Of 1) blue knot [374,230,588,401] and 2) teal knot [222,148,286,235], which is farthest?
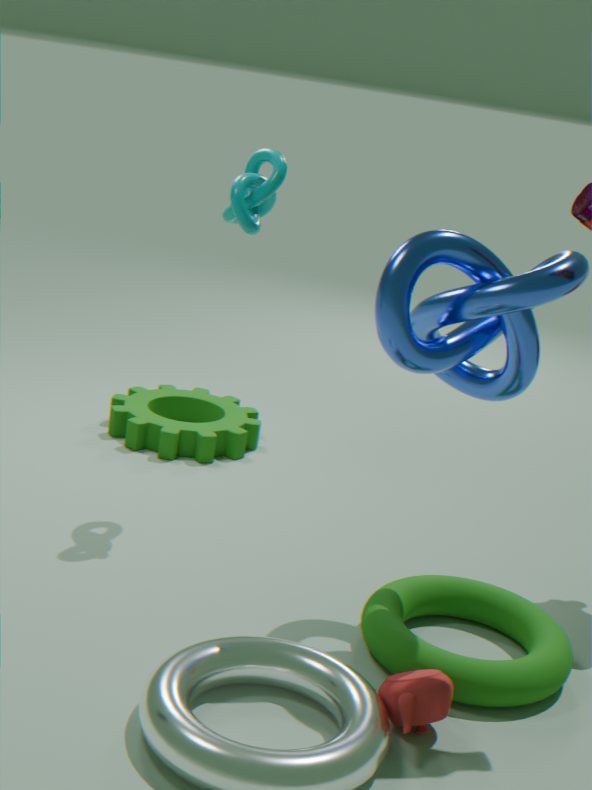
2. teal knot [222,148,286,235]
